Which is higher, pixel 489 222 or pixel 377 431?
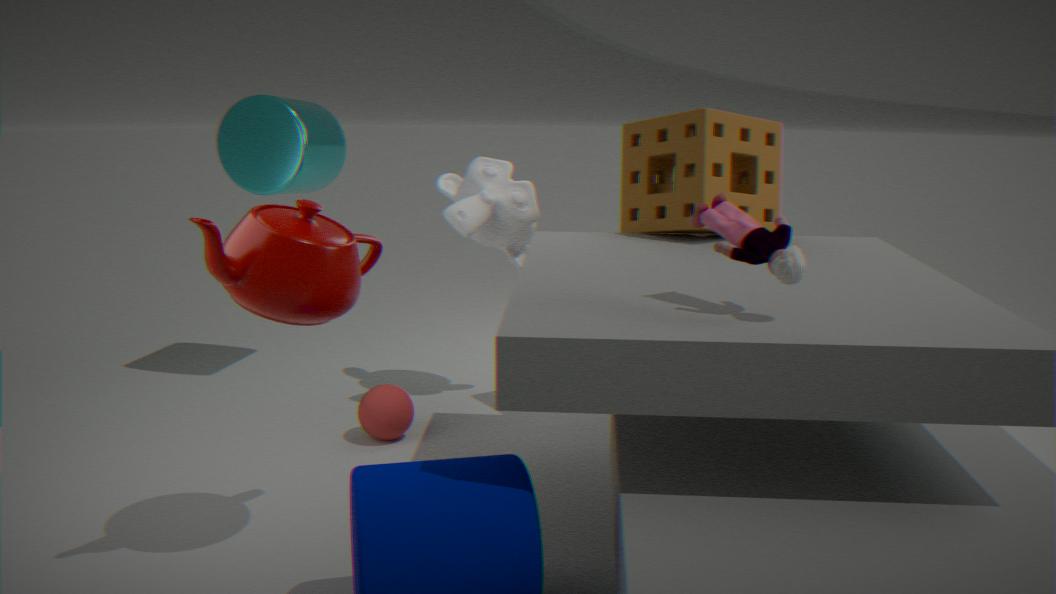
pixel 489 222
